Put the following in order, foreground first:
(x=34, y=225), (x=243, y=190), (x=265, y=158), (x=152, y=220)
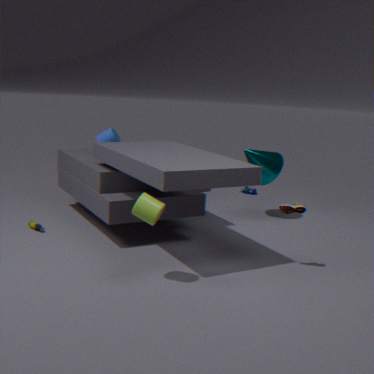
1. (x=152, y=220)
2. (x=34, y=225)
3. (x=265, y=158)
4. (x=243, y=190)
